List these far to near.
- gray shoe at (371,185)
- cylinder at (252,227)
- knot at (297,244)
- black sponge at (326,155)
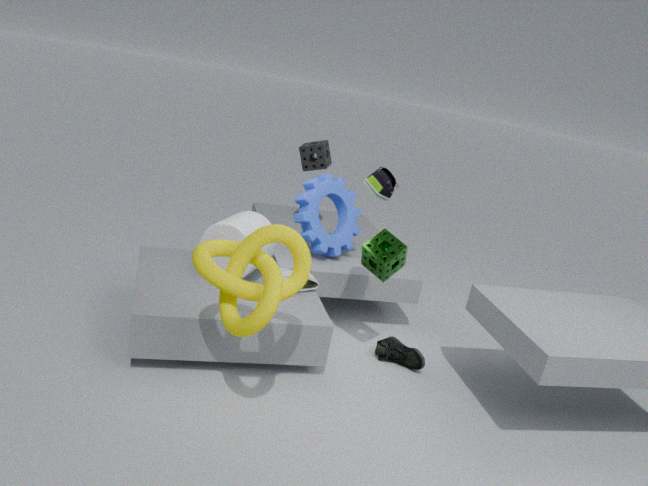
black sponge at (326,155)
cylinder at (252,227)
gray shoe at (371,185)
knot at (297,244)
